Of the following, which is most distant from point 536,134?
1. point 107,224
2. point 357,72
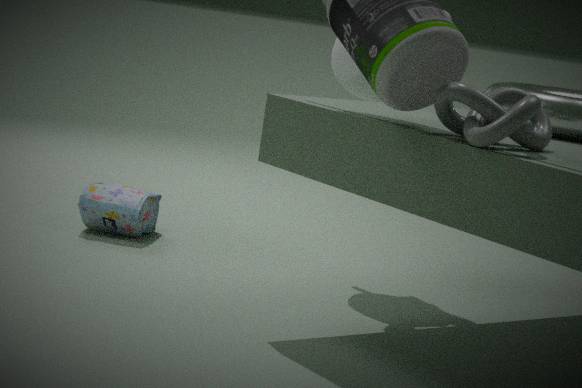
point 107,224
